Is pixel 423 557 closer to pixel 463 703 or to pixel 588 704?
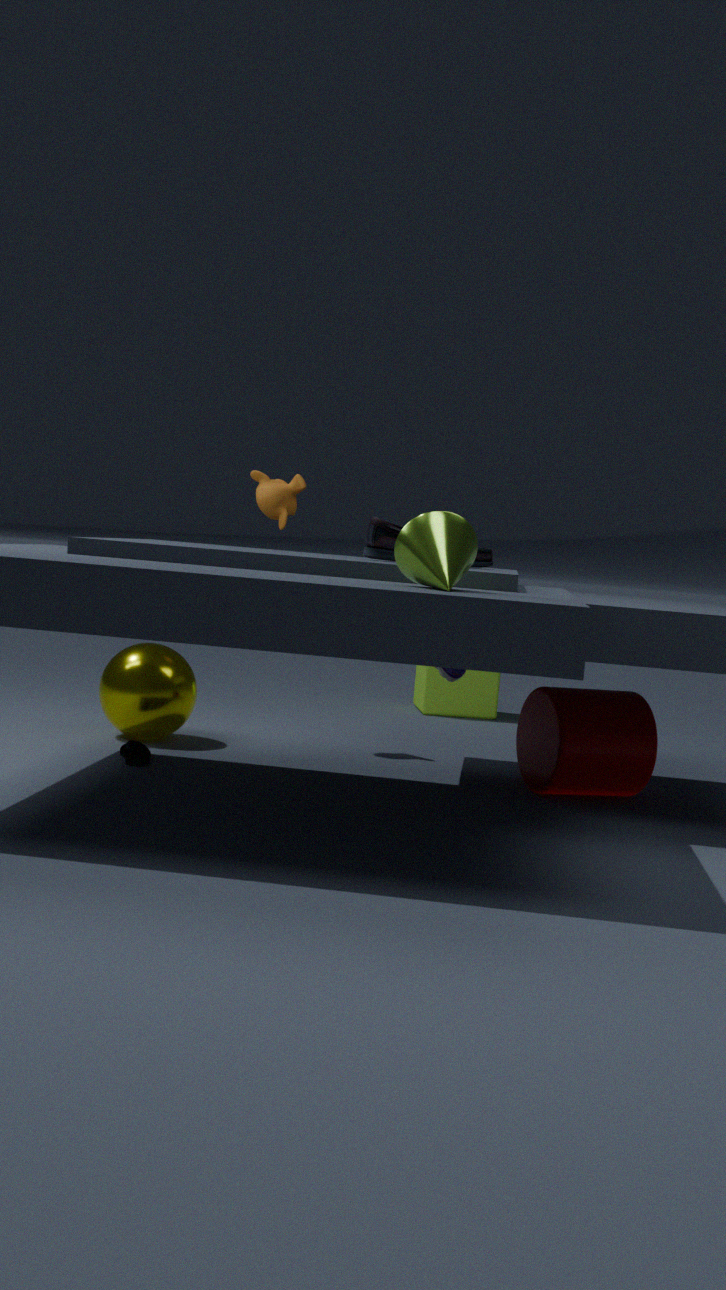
pixel 588 704
